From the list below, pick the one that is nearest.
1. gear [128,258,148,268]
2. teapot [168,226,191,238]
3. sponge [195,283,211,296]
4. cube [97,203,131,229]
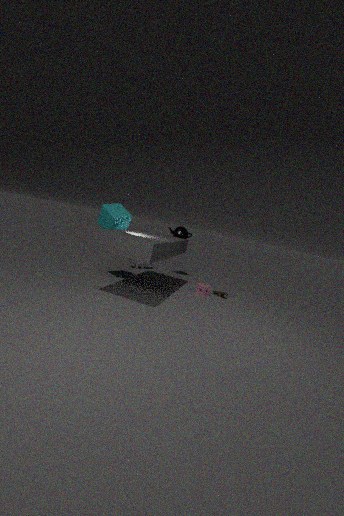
cube [97,203,131,229]
